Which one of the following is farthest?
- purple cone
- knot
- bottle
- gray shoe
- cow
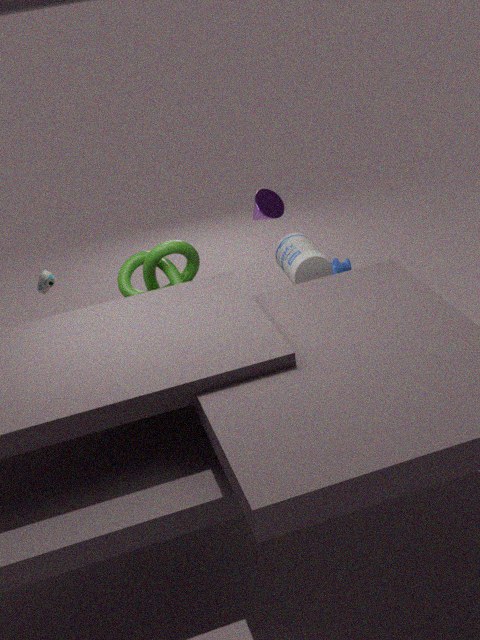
cow
